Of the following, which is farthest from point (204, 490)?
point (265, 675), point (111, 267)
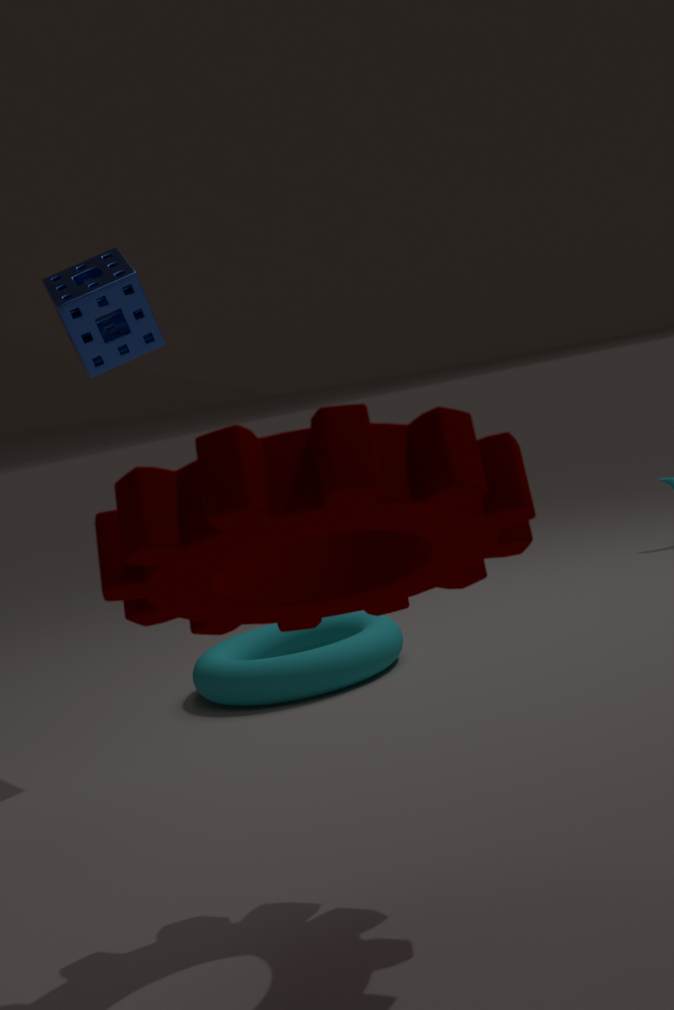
point (265, 675)
